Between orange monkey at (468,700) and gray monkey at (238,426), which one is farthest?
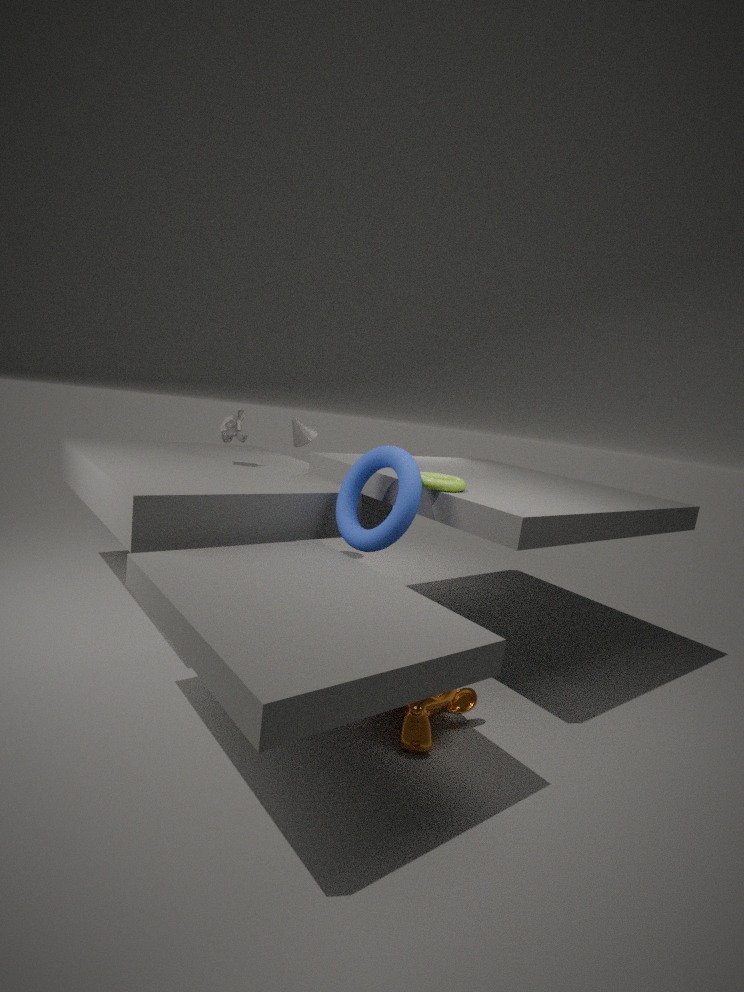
gray monkey at (238,426)
